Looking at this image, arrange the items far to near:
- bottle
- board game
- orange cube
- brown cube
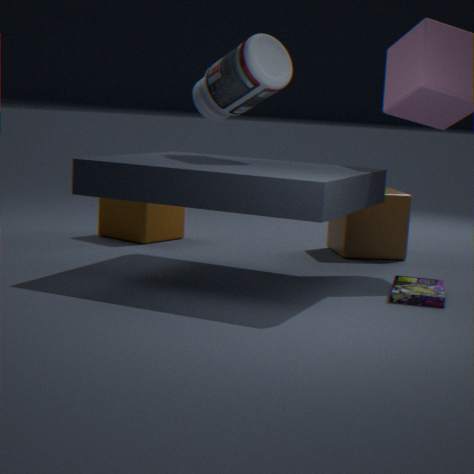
orange cube → brown cube → bottle → board game
